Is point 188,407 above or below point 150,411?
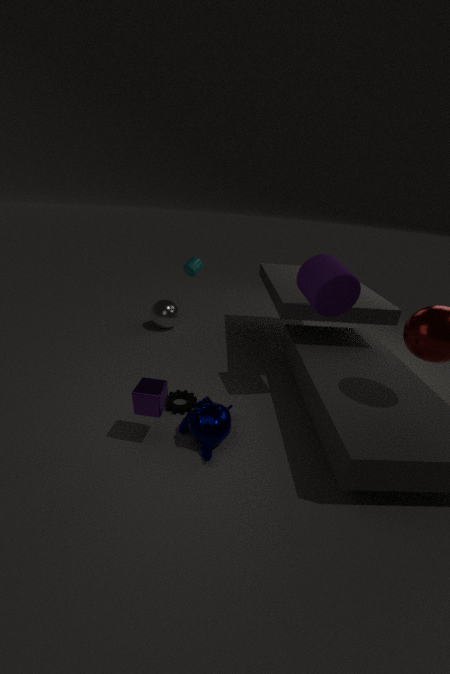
below
